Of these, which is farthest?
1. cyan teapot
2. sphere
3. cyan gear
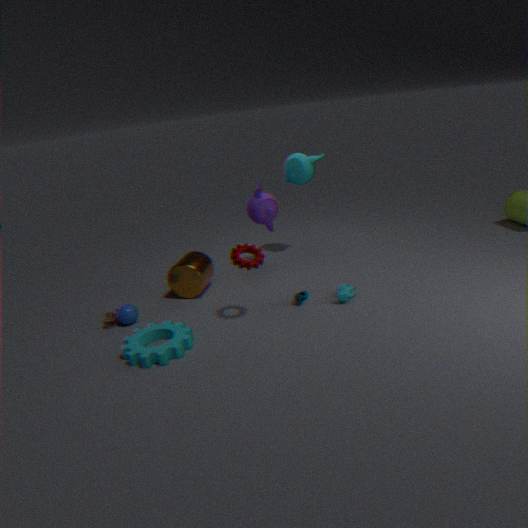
cyan teapot
